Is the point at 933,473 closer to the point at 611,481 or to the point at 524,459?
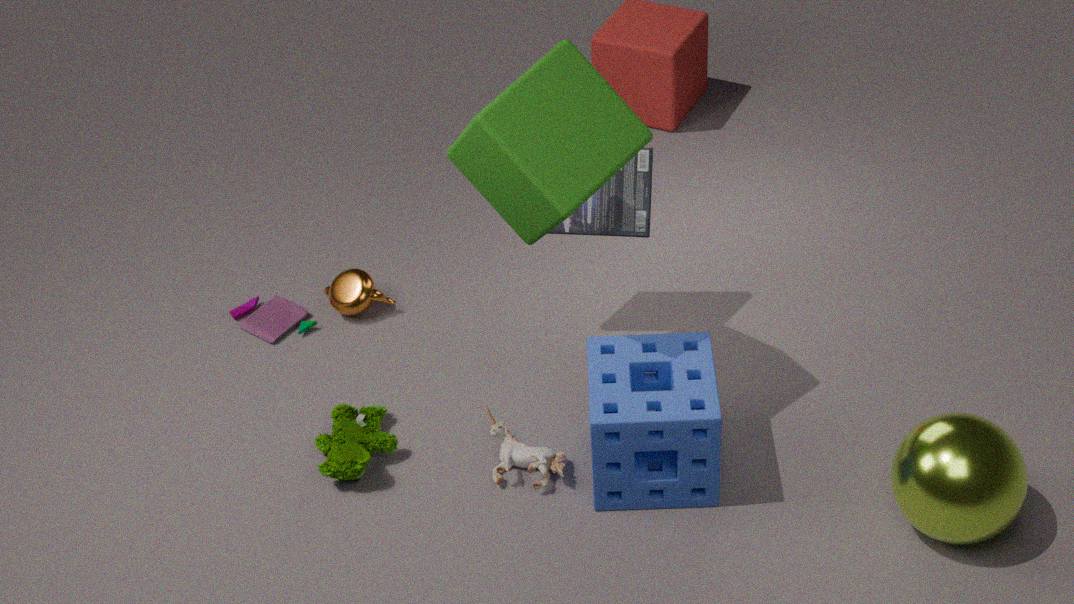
the point at 611,481
